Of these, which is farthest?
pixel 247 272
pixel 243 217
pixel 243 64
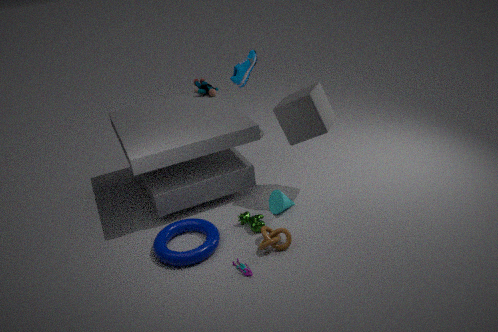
pixel 243 64
